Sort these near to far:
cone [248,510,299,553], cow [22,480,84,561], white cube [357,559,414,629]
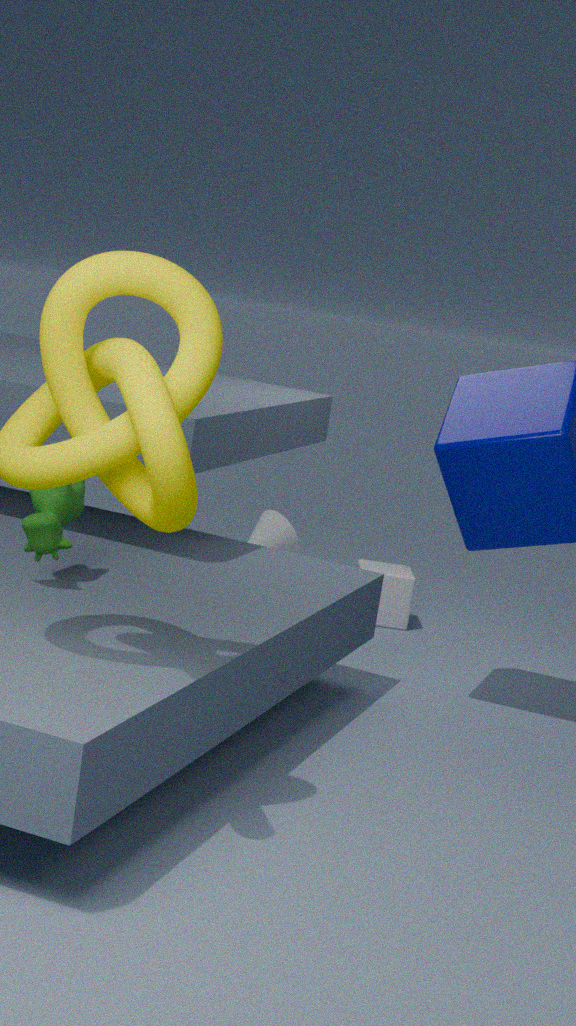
cow [22,480,84,561] → white cube [357,559,414,629] → cone [248,510,299,553]
